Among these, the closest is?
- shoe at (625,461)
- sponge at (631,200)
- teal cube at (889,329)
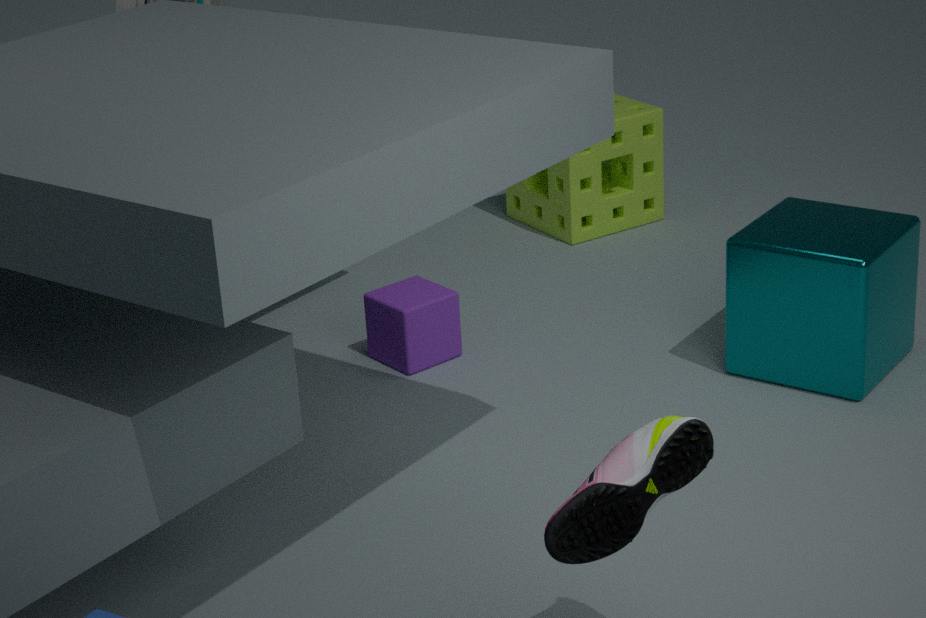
shoe at (625,461)
